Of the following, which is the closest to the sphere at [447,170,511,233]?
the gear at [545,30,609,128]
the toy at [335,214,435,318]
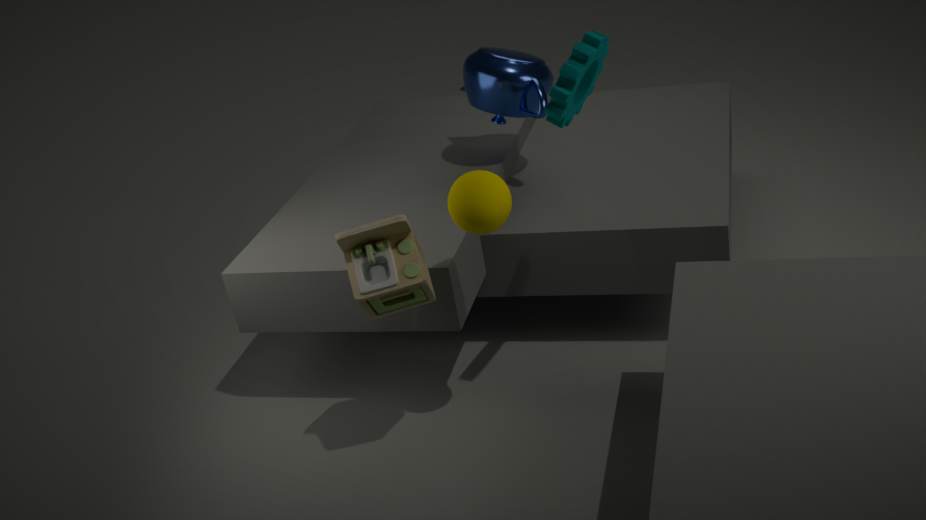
the toy at [335,214,435,318]
